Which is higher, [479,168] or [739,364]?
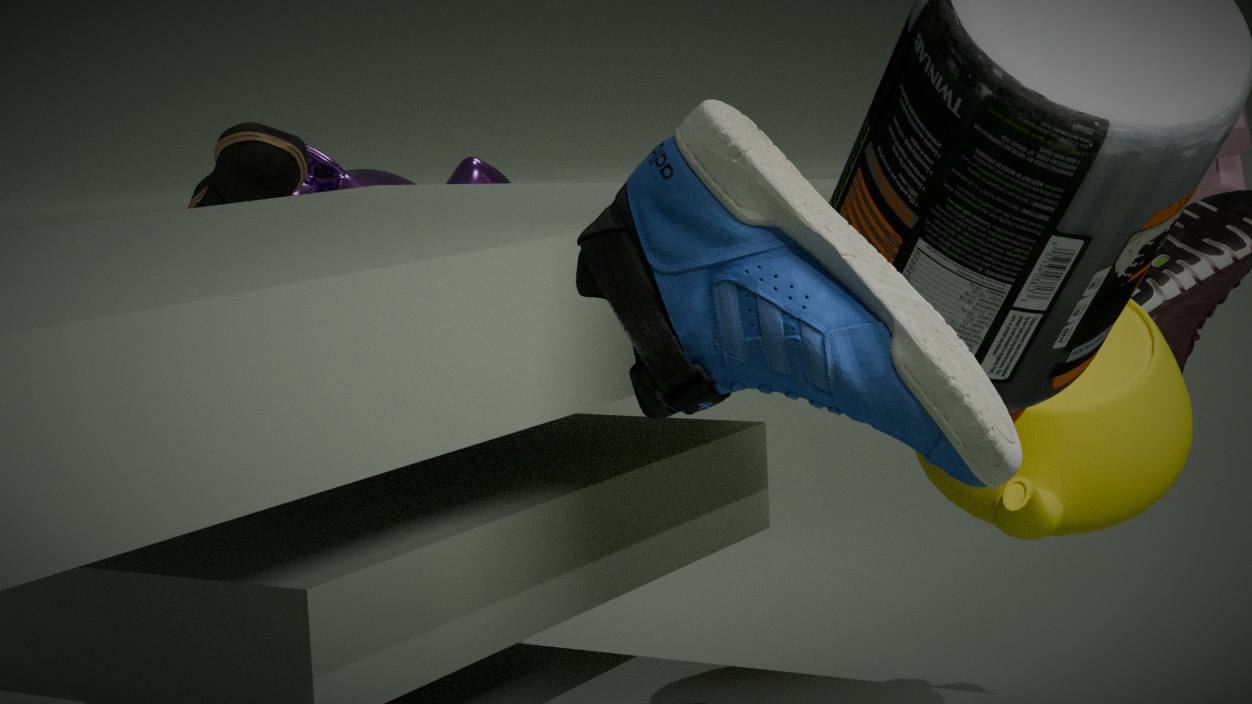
[739,364]
